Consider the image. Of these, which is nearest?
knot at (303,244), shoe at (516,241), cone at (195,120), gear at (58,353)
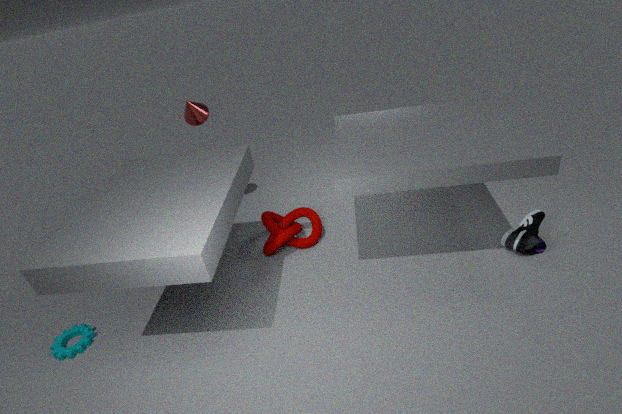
gear at (58,353)
